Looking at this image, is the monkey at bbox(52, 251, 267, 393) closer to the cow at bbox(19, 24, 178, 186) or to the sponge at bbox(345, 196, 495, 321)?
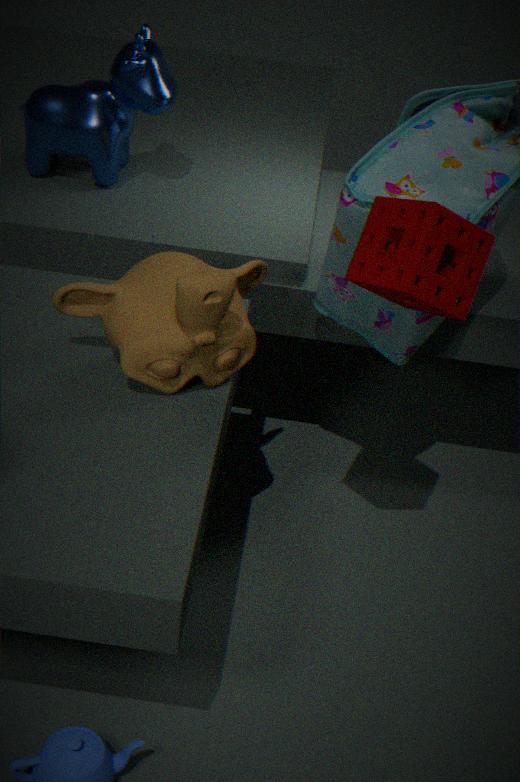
the sponge at bbox(345, 196, 495, 321)
